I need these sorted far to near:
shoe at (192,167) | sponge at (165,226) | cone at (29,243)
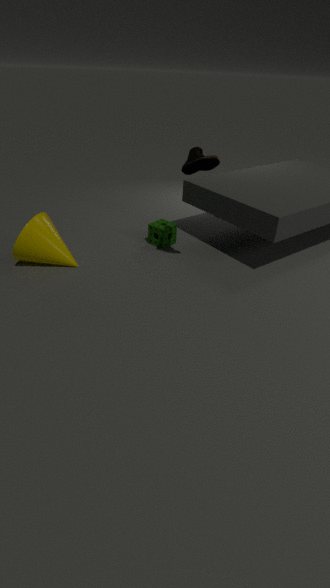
sponge at (165,226) < cone at (29,243) < shoe at (192,167)
